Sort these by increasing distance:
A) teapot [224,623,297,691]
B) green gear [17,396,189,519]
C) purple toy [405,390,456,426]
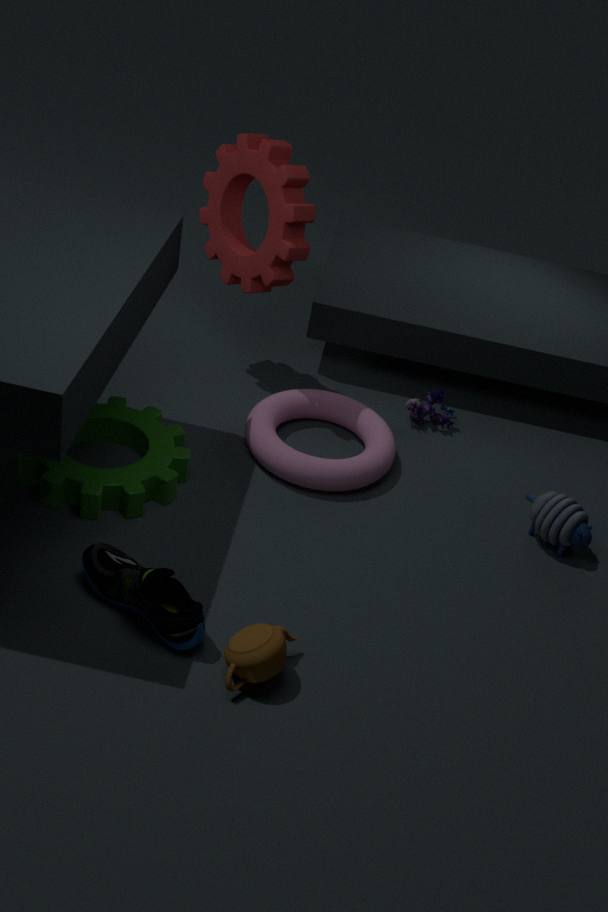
1. teapot [224,623,297,691]
2. green gear [17,396,189,519]
3. purple toy [405,390,456,426]
